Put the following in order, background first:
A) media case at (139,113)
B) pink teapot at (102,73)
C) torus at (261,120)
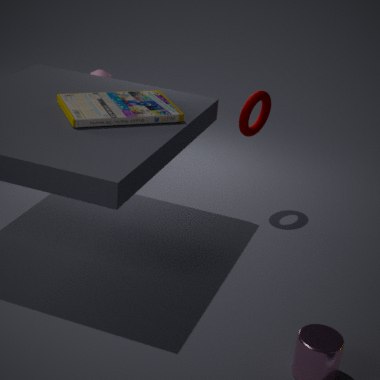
1. pink teapot at (102,73)
2. torus at (261,120)
3. media case at (139,113)
